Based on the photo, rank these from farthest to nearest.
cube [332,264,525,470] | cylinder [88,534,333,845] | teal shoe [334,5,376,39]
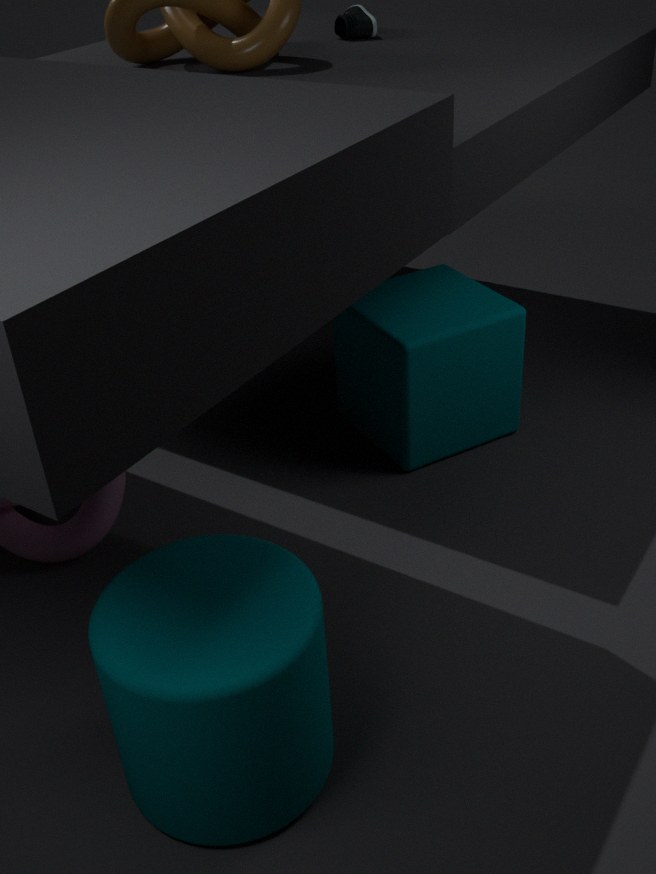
teal shoe [334,5,376,39] → cube [332,264,525,470] → cylinder [88,534,333,845]
